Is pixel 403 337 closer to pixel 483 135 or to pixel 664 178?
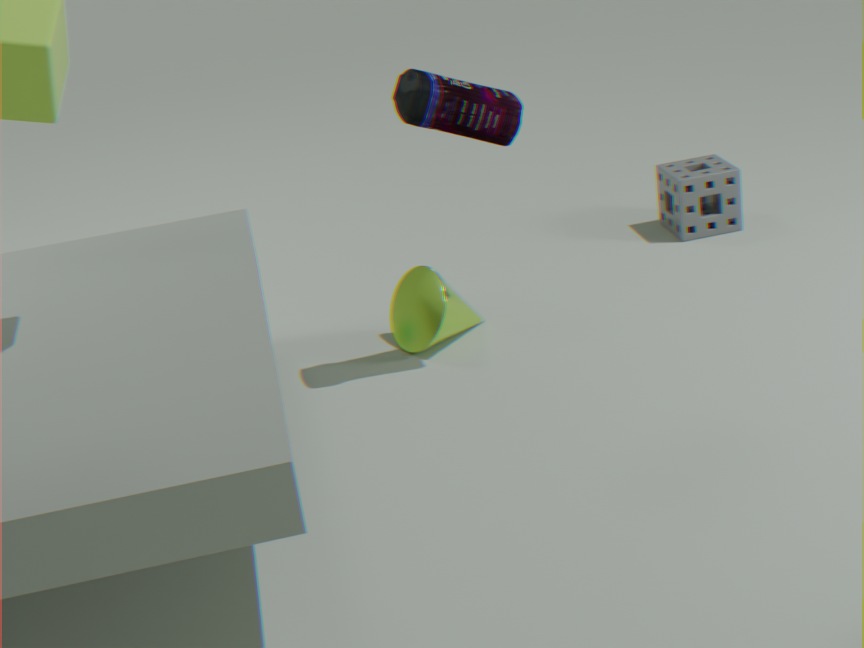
pixel 483 135
